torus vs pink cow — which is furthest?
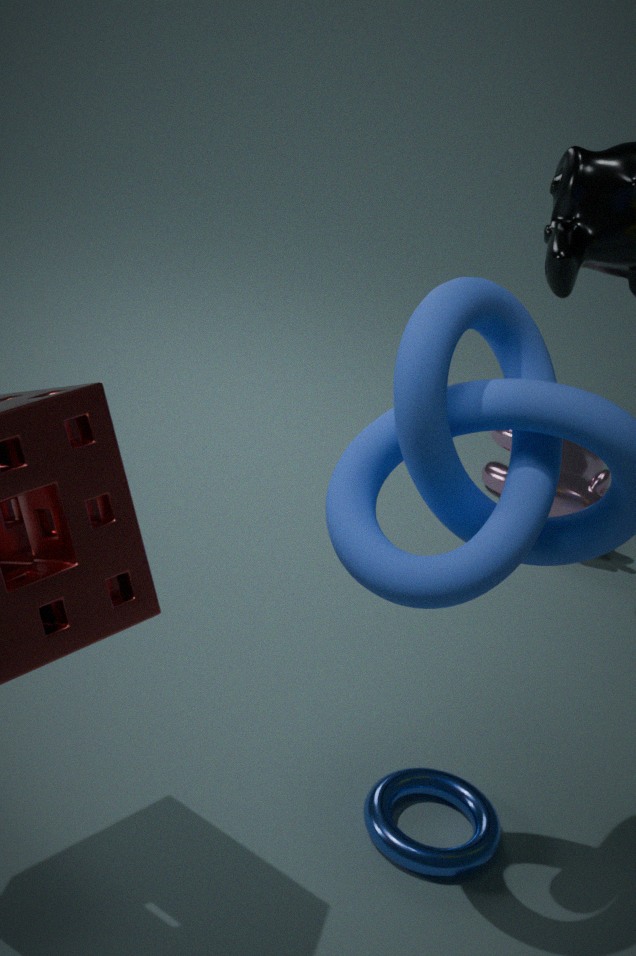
pink cow
